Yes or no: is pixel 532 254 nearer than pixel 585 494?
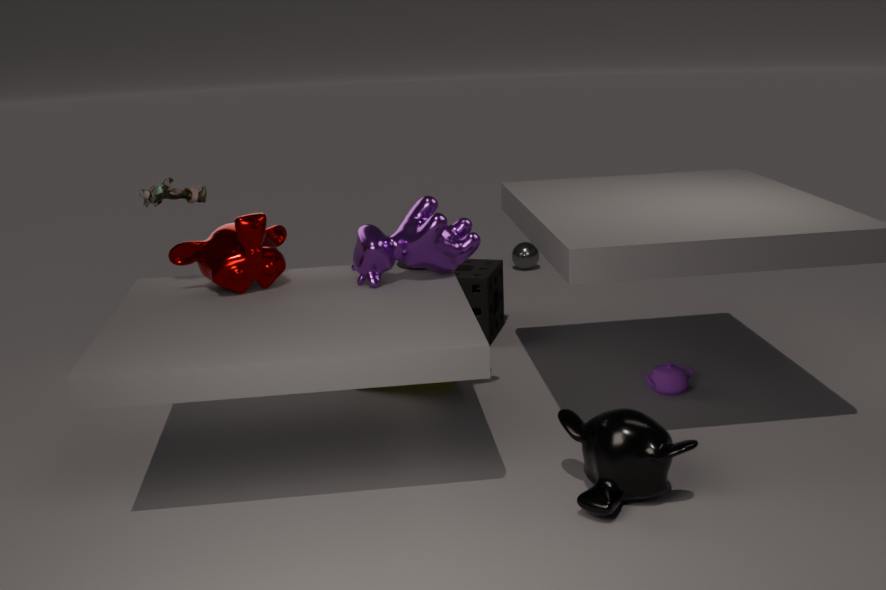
No
